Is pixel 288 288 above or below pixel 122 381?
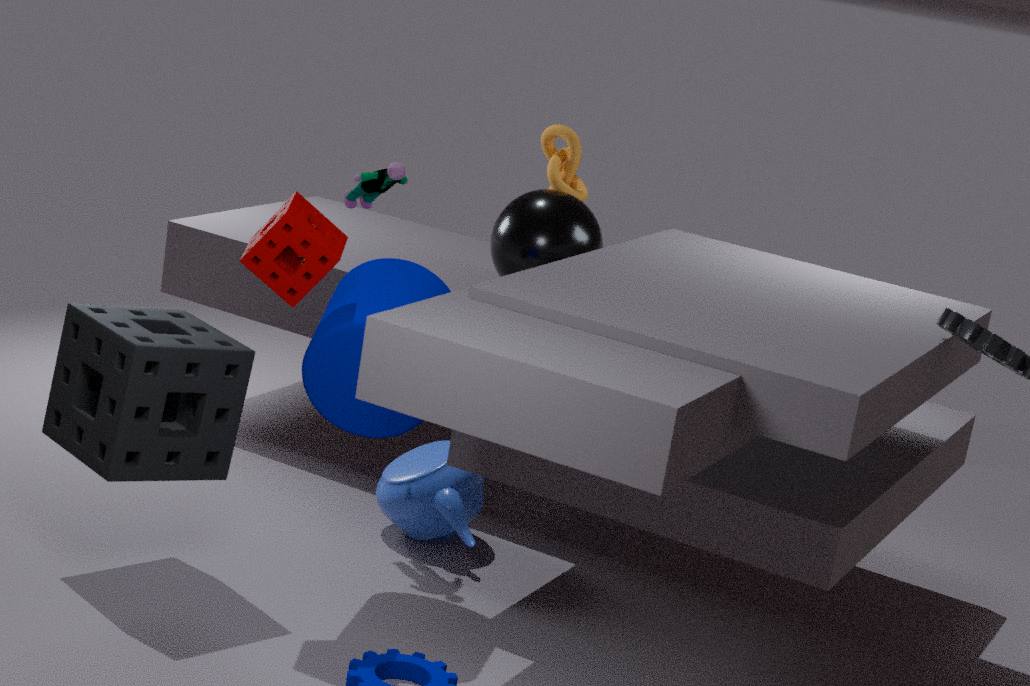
above
